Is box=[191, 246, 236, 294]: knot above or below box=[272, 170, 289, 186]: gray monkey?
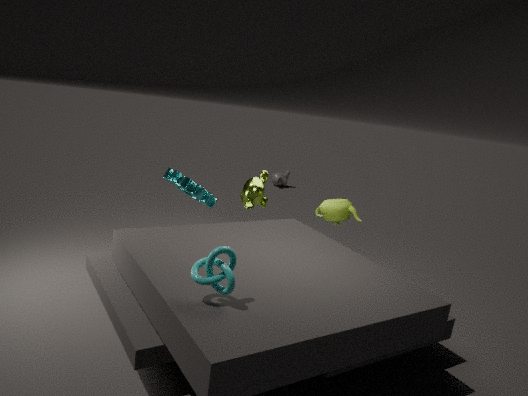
above
